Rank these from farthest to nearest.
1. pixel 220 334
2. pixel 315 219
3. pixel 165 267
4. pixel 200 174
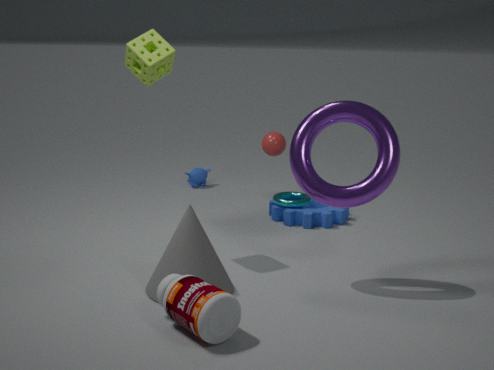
pixel 200 174 < pixel 315 219 < pixel 165 267 < pixel 220 334
